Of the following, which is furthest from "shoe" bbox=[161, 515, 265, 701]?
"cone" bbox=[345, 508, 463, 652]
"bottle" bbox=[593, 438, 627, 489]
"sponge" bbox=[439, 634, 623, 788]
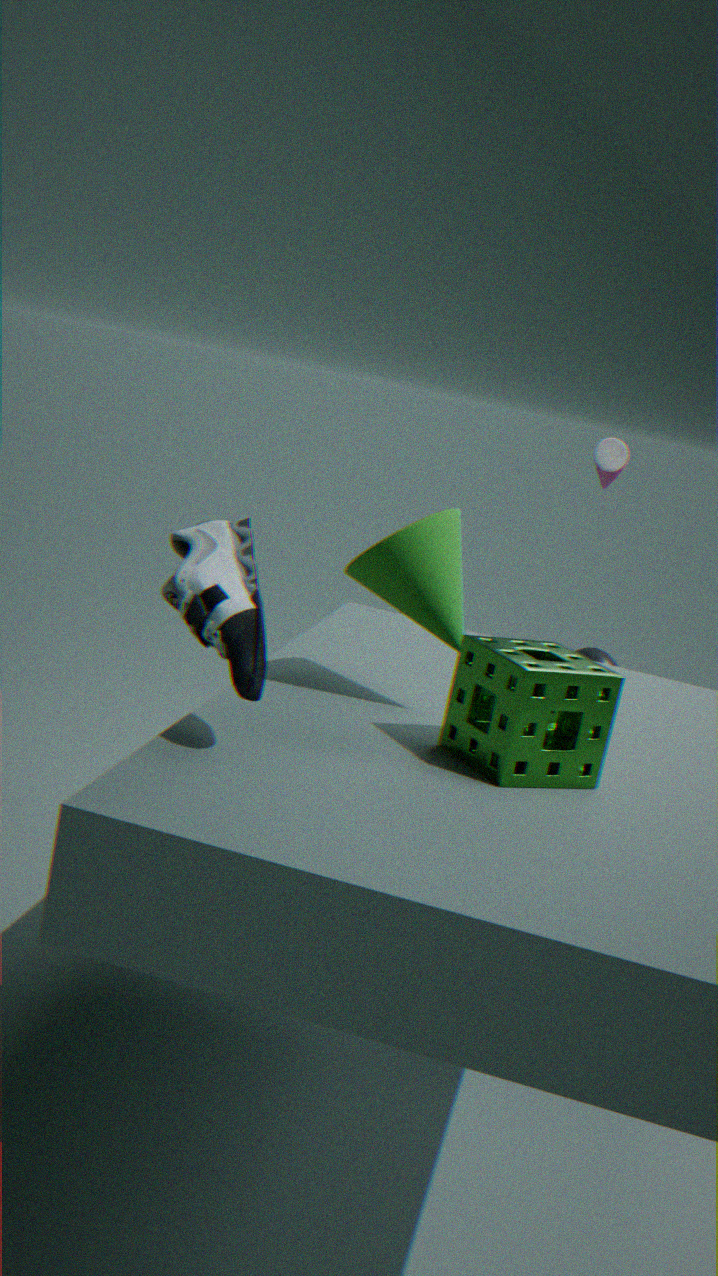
"bottle" bbox=[593, 438, 627, 489]
